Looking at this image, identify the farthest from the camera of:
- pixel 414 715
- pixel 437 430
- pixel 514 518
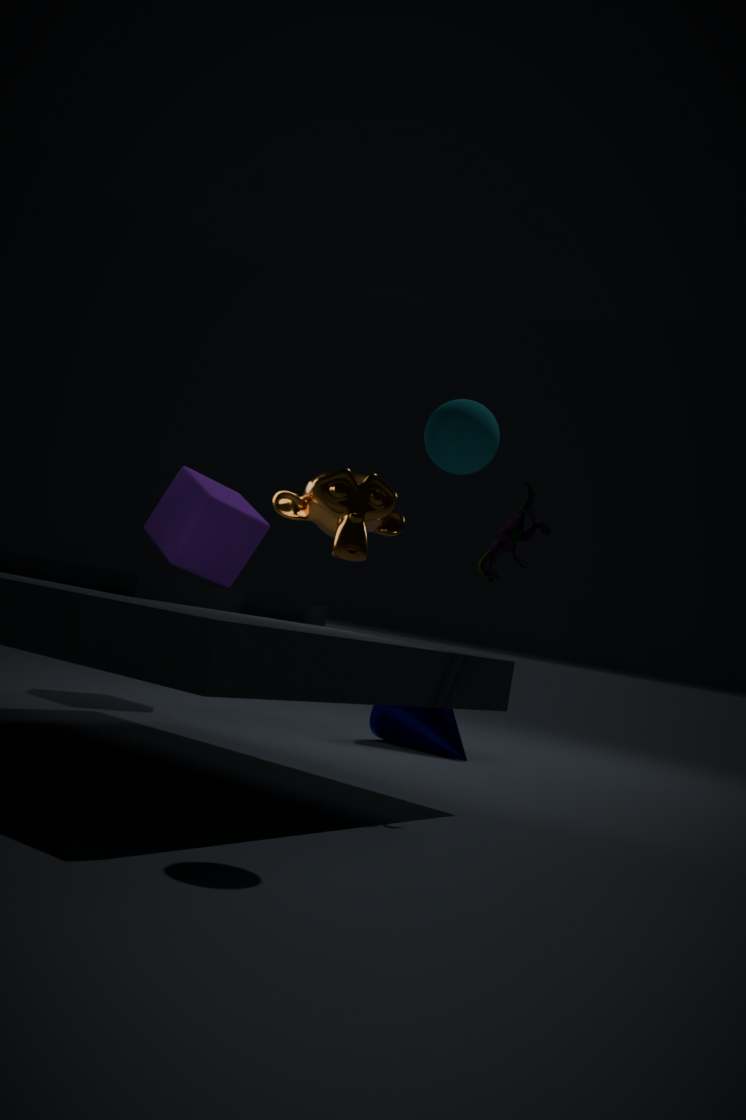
pixel 414 715
